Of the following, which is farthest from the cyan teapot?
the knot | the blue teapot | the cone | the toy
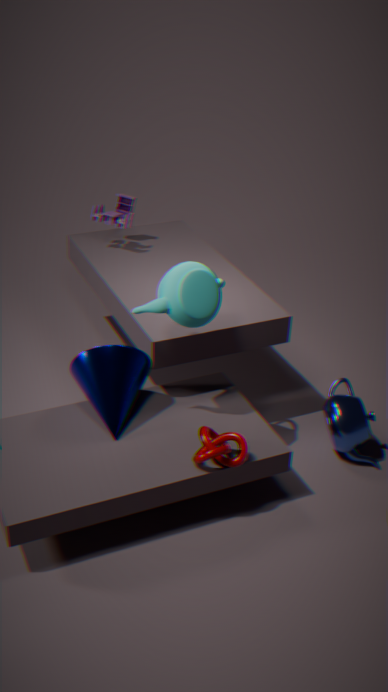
the toy
